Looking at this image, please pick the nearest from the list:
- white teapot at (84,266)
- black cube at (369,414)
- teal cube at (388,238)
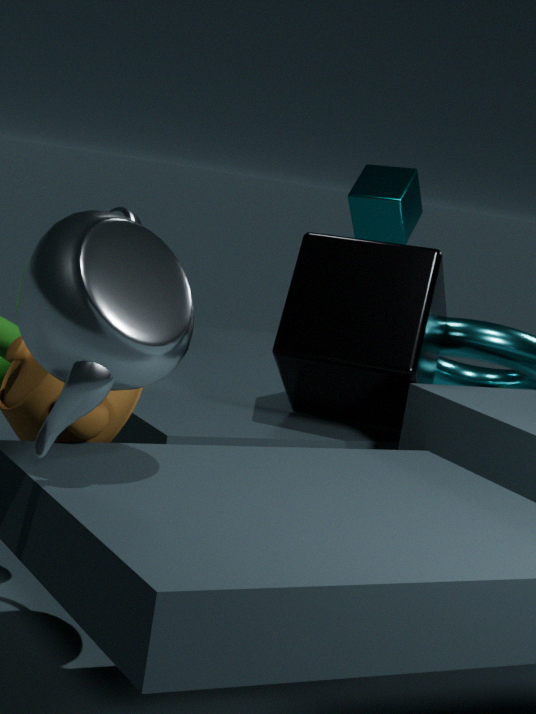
white teapot at (84,266)
